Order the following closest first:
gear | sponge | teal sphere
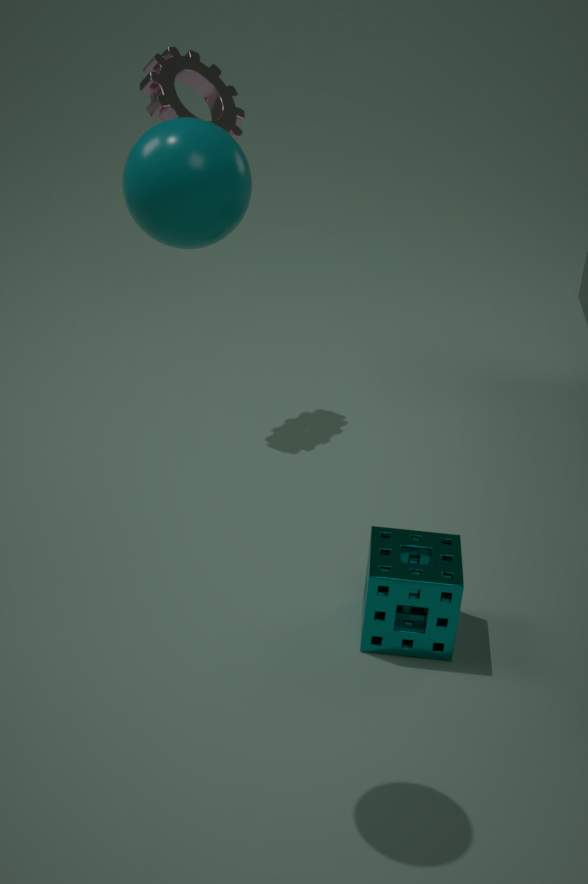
teal sphere < sponge < gear
